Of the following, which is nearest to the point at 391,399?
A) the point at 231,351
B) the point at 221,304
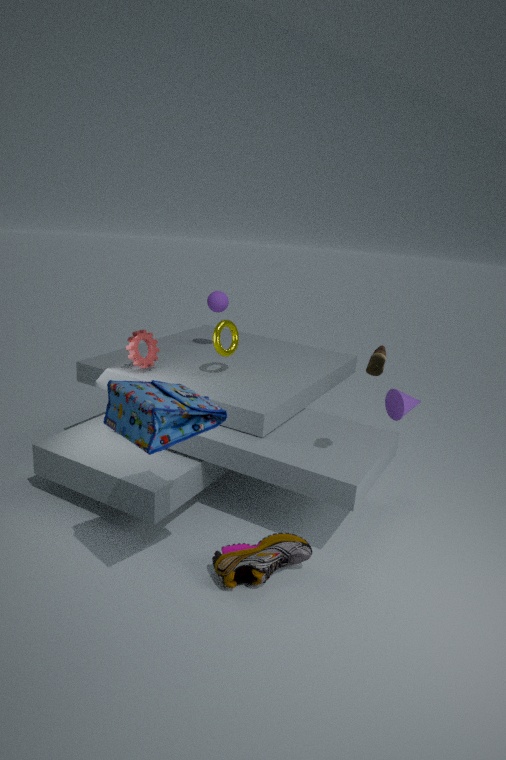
the point at 231,351
